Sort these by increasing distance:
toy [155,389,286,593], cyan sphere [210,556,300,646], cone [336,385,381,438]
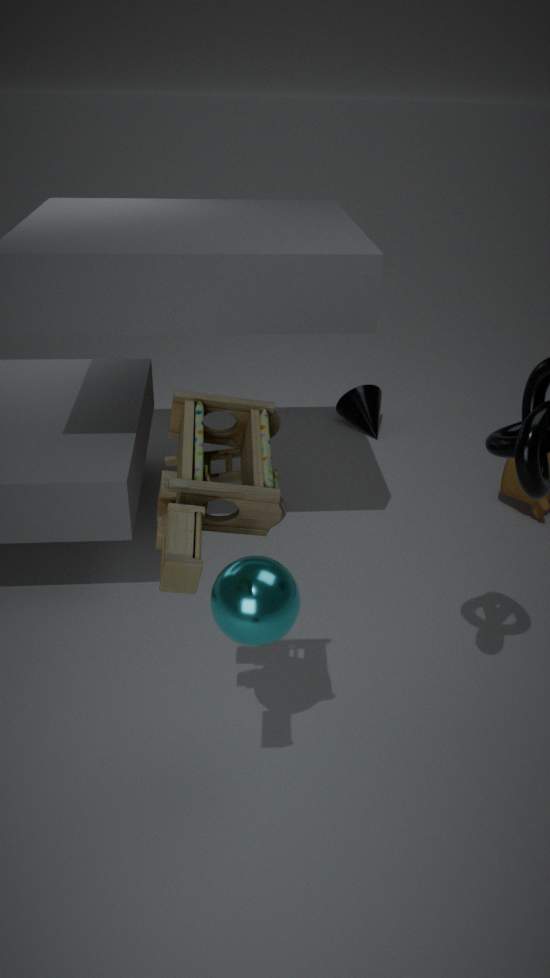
toy [155,389,286,593], cyan sphere [210,556,300,646], cone [336,385,381,438]
